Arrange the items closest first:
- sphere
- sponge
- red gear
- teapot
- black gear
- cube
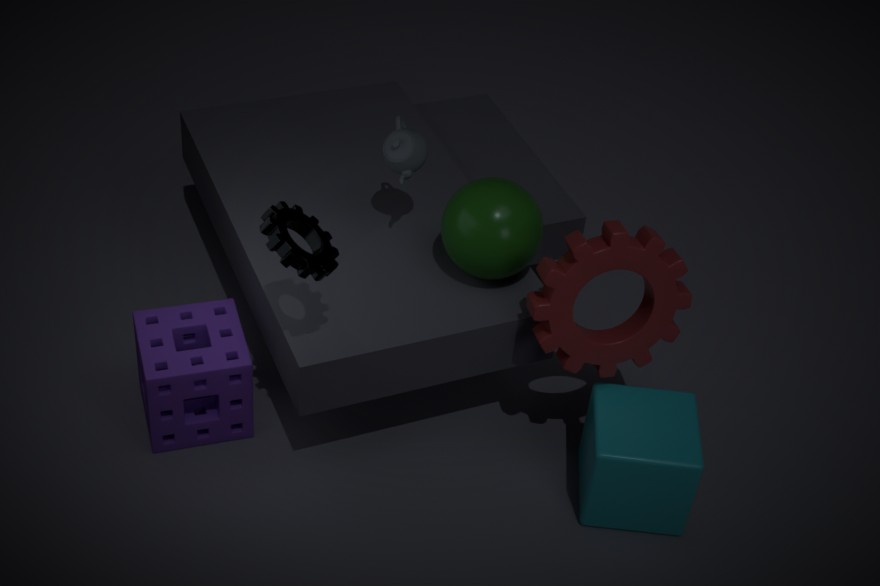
black gear
red gear
cube
sphere
sponge
teapot
